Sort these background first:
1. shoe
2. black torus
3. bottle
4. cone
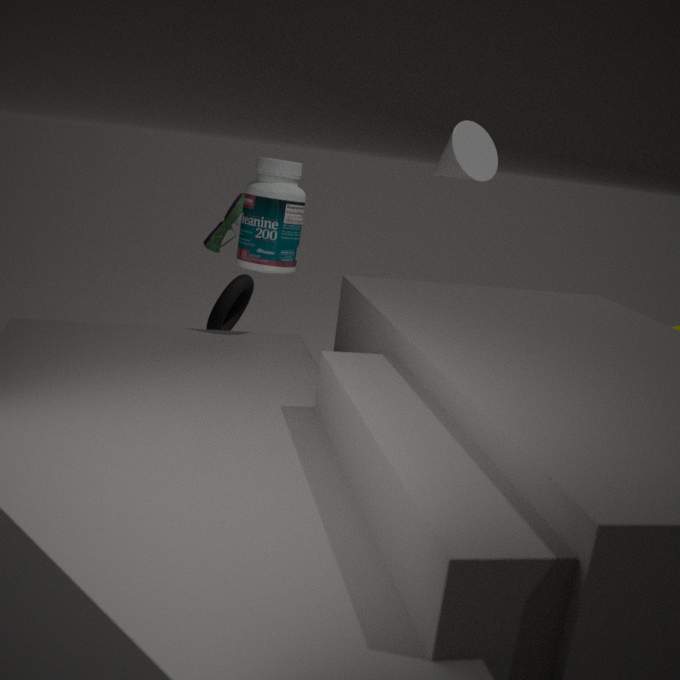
black torus
shoe
cone
bottle
